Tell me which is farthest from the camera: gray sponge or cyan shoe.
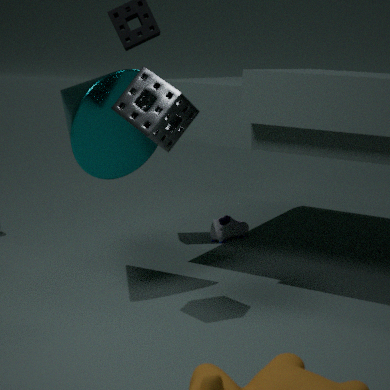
cyan shoe
